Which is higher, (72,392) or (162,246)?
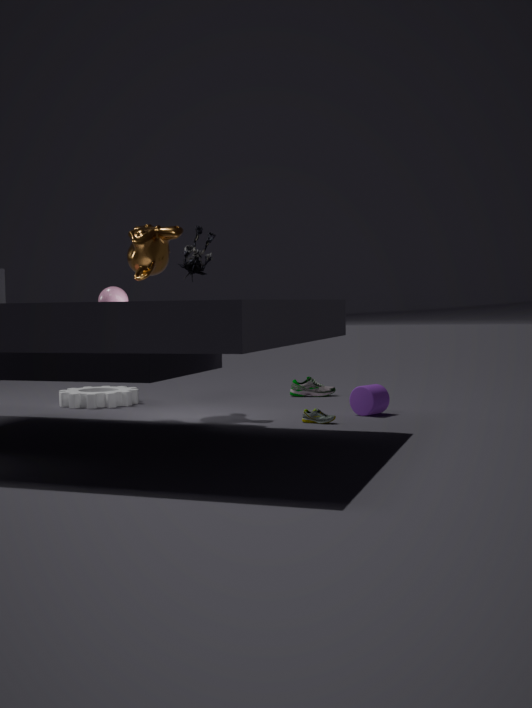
(162,246)
